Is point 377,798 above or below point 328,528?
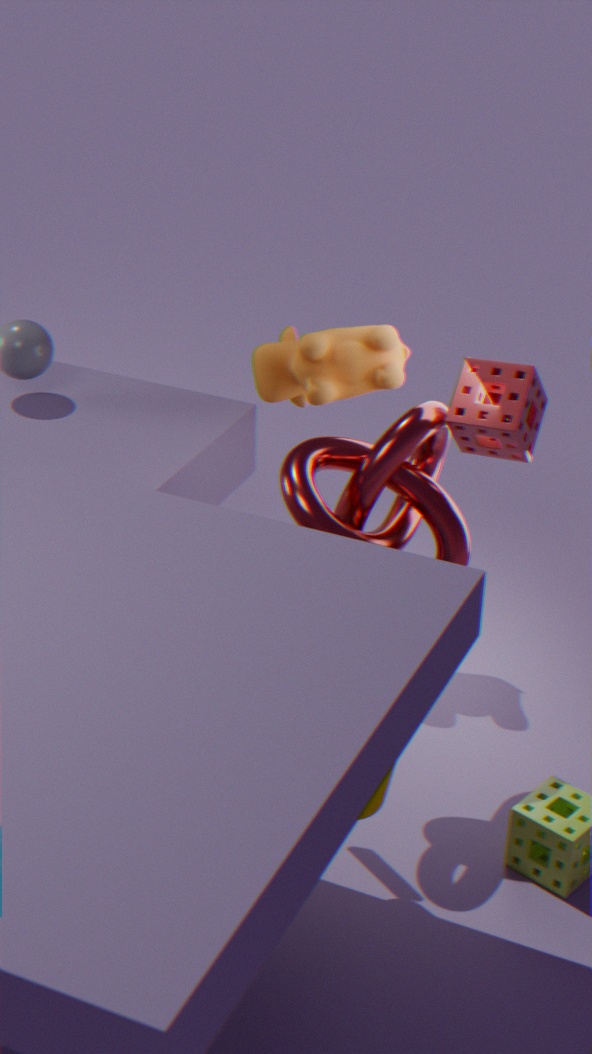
below
